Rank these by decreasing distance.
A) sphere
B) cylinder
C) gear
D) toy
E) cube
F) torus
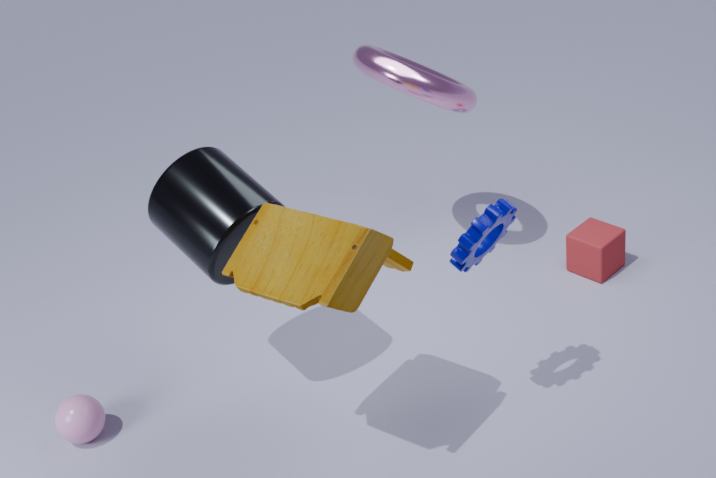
cube, torus, sphere, cylinder, gear, toy
